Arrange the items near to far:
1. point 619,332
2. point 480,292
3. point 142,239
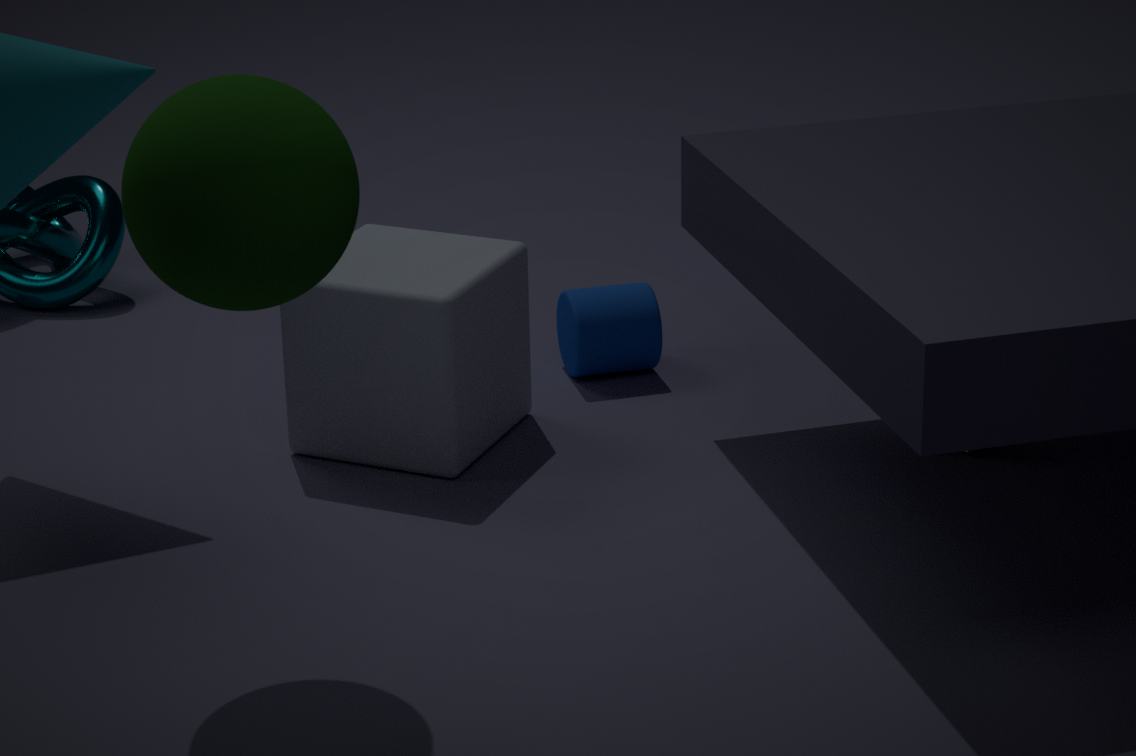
point 142,239, point 480,292, point 619,332
